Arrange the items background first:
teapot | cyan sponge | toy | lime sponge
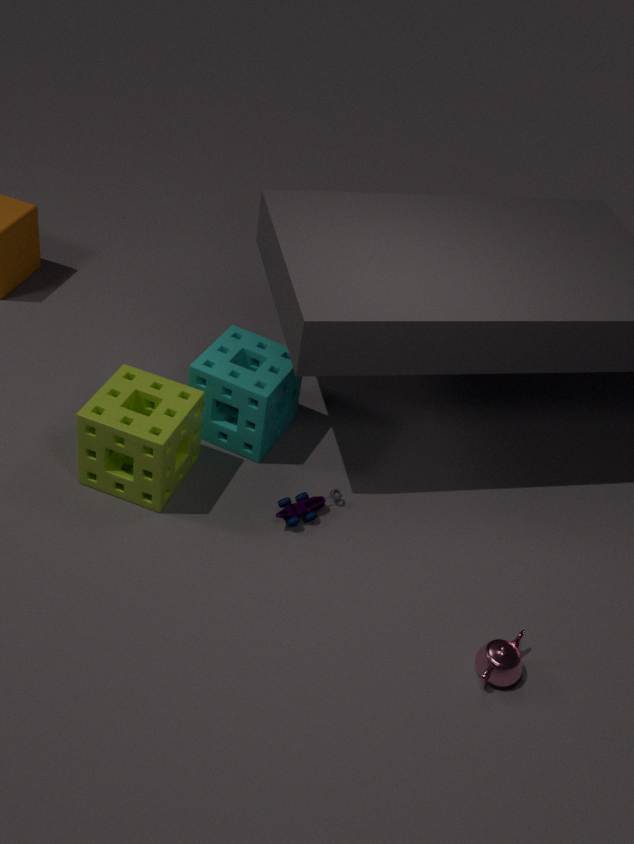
cyan sponge → toy → lime sponge → teapot
